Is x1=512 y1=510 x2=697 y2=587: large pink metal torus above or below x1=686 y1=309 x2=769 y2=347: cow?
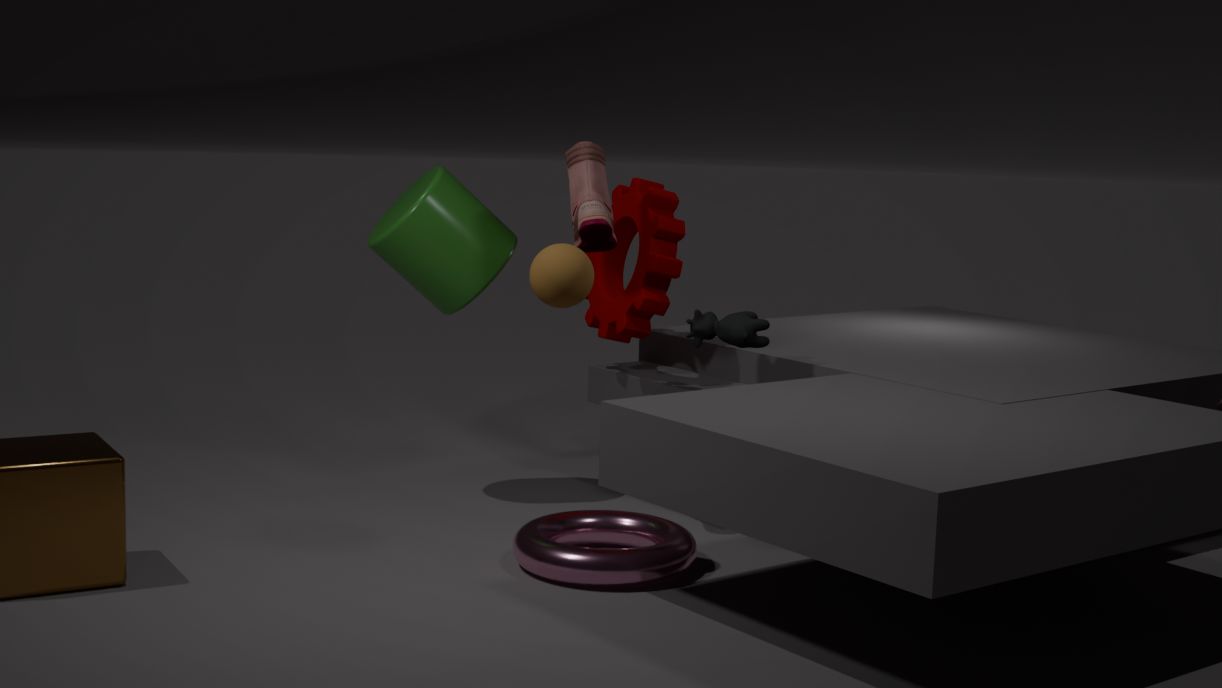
below
